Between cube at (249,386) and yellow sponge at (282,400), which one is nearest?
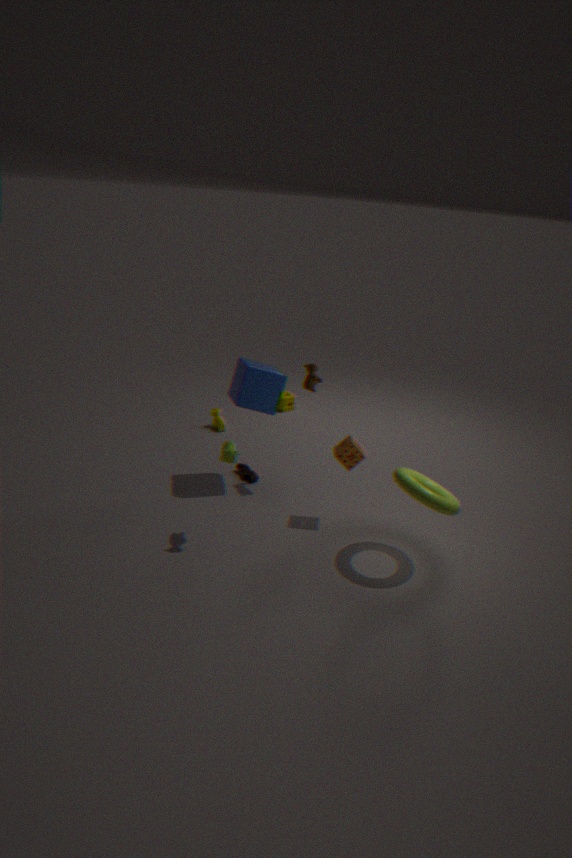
cube at (249,386)
